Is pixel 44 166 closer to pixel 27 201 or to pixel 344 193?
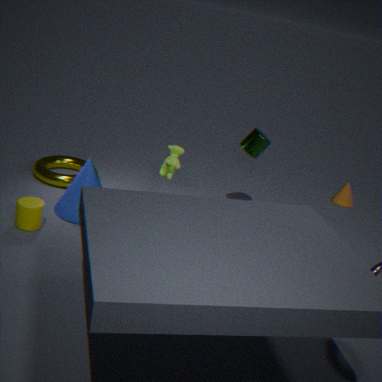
pixel 27 201
